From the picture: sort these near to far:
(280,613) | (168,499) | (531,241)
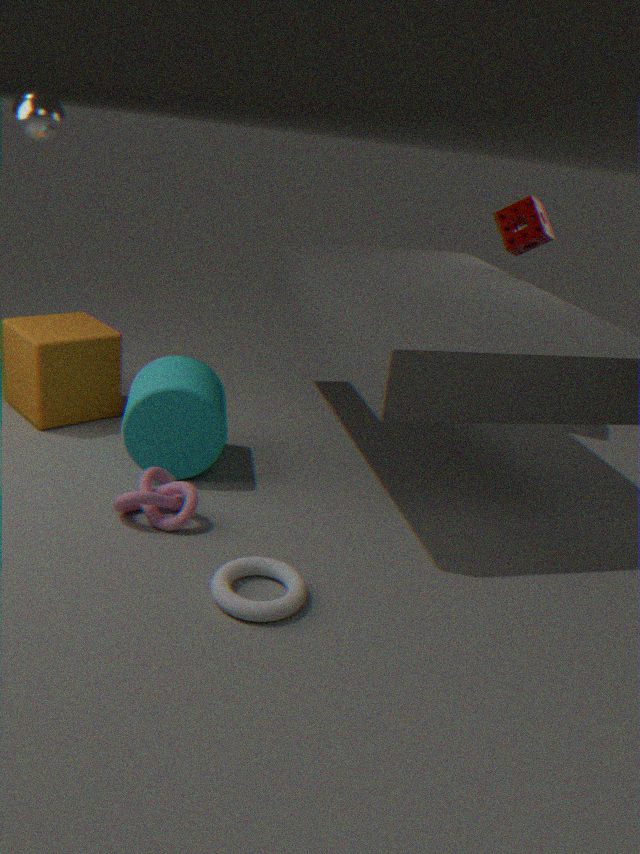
(280,613) < (168,499) < (531,241)
